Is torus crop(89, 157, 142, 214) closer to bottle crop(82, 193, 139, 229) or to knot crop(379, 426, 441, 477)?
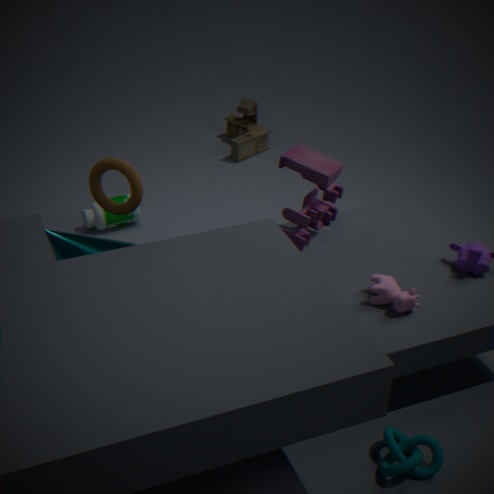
bottle crop(82, 193, 139, 229)
